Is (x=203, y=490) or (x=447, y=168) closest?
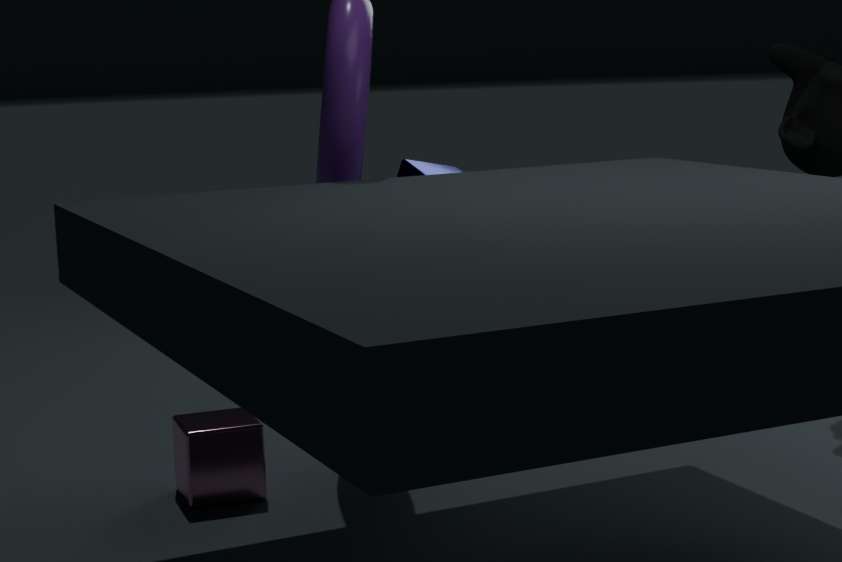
(x=203, y=490)
